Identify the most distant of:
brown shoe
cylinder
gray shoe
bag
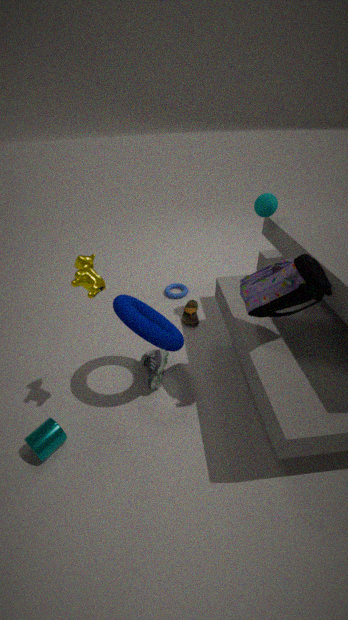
brown shoe
